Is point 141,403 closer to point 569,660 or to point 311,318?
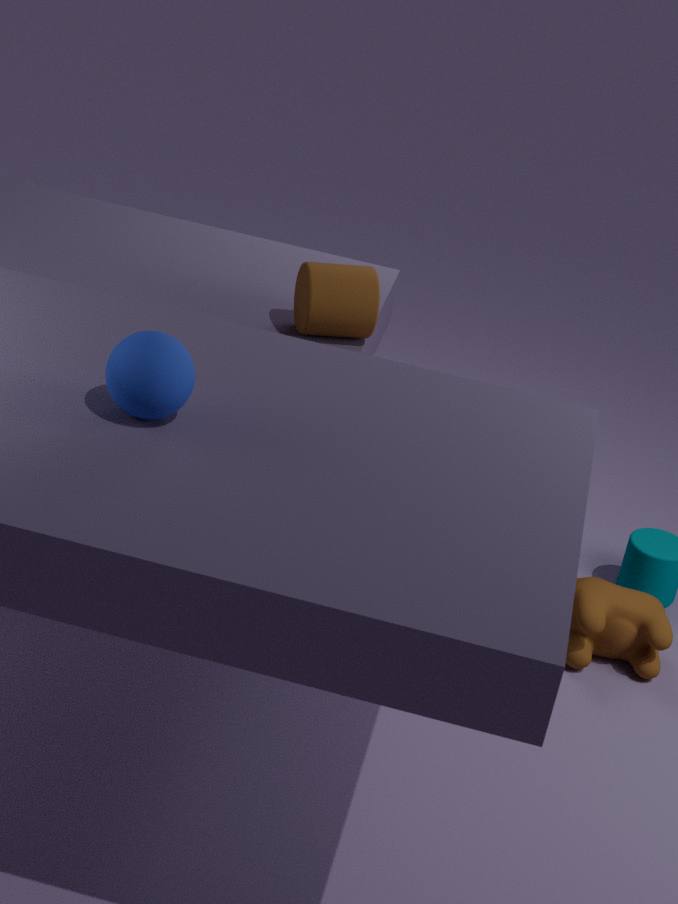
point 311,318
